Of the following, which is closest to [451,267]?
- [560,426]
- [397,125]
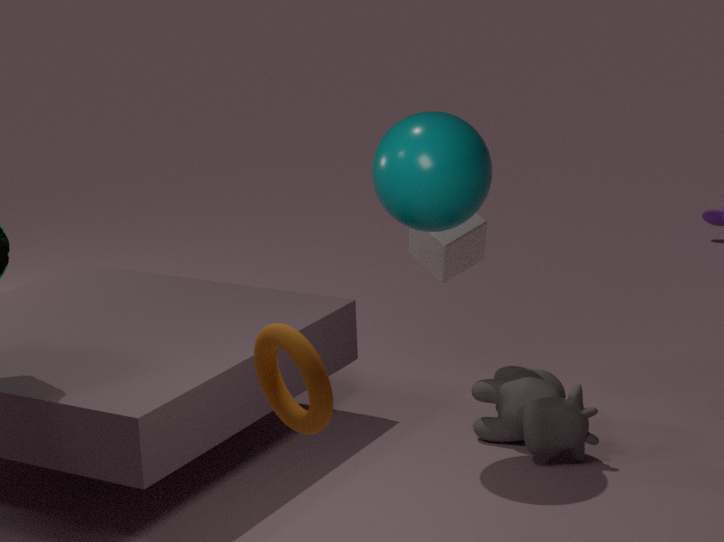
[397,125]
